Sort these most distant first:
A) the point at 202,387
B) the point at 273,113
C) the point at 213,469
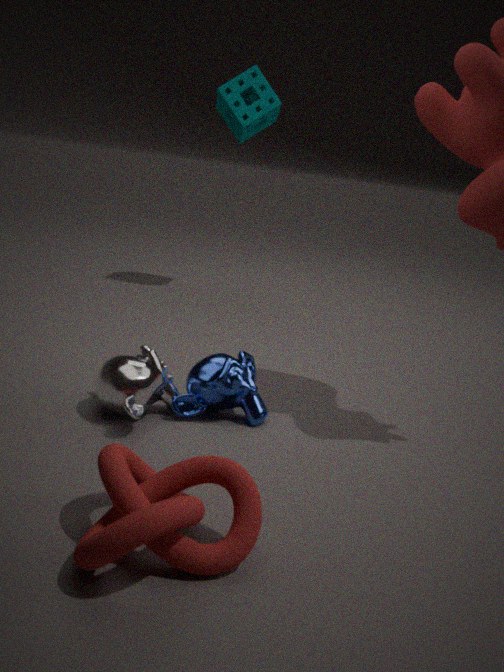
the point at 273,113 < the point at 202,387 < the point at 213,469
